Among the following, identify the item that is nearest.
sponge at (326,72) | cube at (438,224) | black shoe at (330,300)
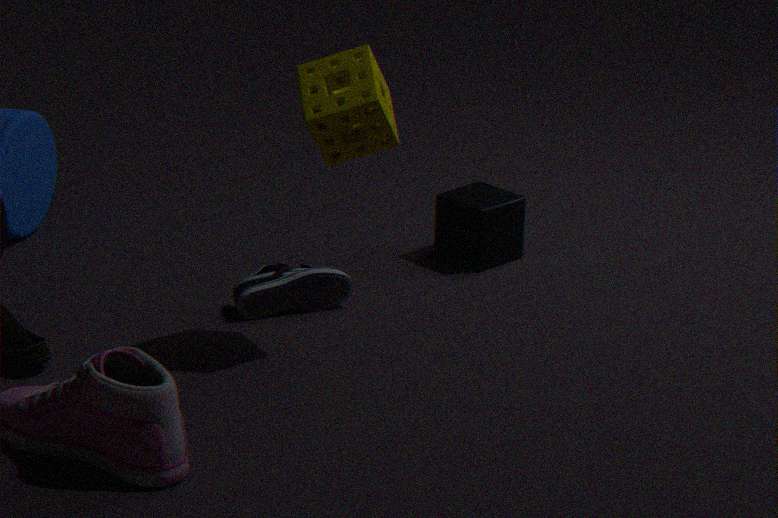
sponge at (326,72)
